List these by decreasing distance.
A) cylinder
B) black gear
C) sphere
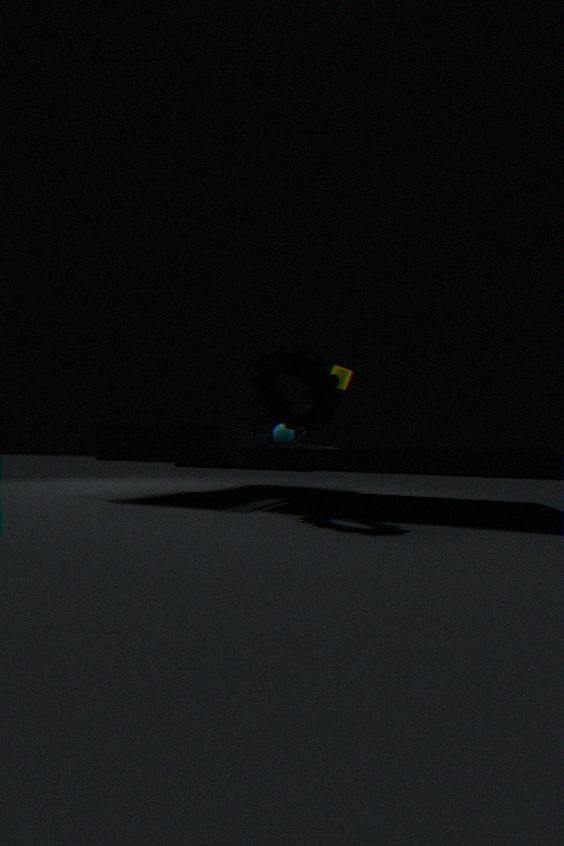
1. cylinder
2. sphere
3. black gear
